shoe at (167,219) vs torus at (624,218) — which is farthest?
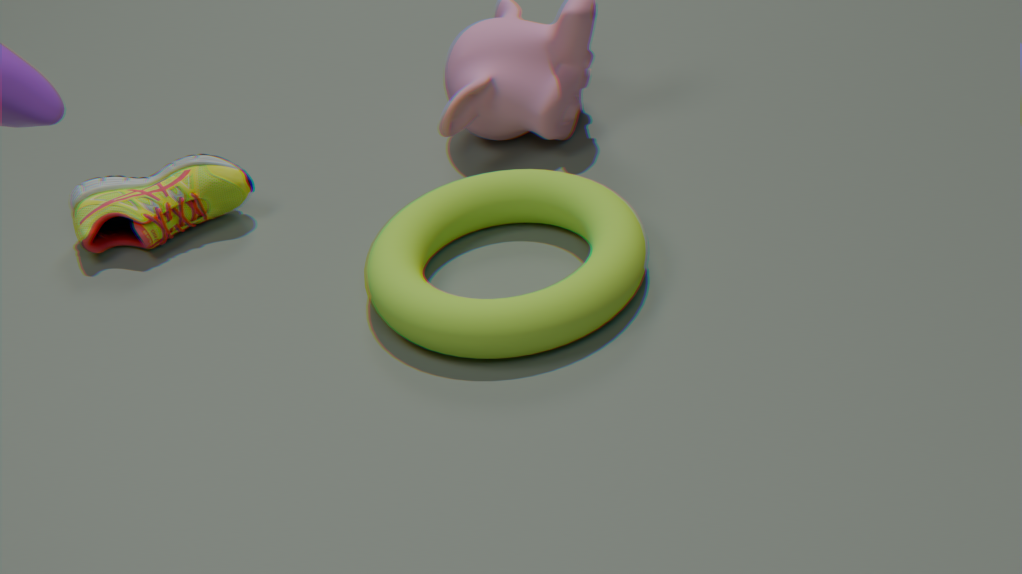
shoe at (167,219)
